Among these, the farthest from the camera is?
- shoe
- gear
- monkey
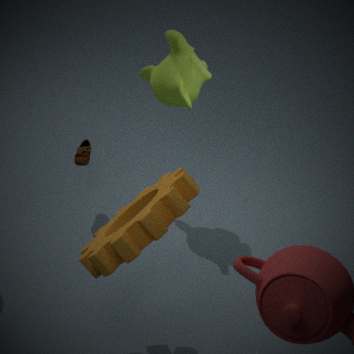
shoe
